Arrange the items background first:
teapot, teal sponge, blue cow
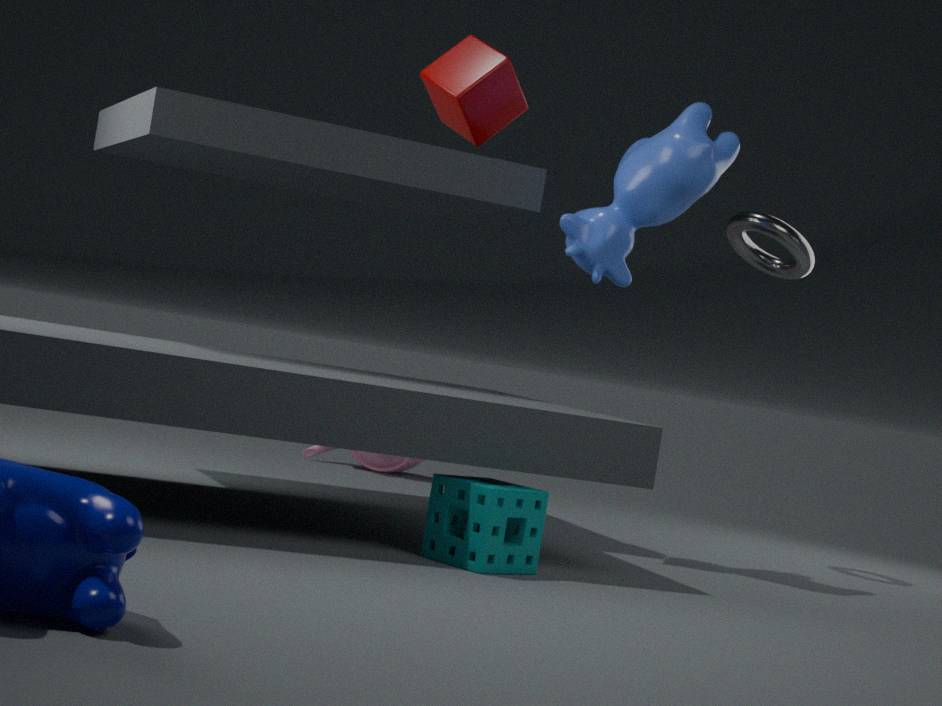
1. teapot
2. blue cow
3. teal sponge
